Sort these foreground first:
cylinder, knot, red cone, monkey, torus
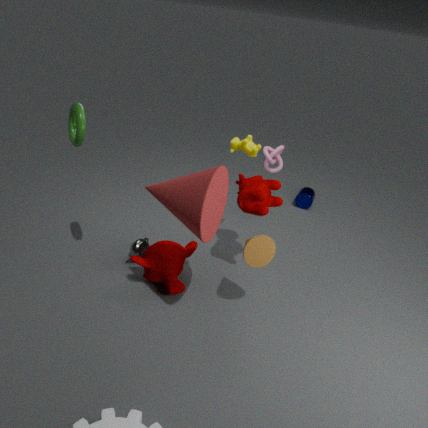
red cone, torus, monkey, knot, cylinder
